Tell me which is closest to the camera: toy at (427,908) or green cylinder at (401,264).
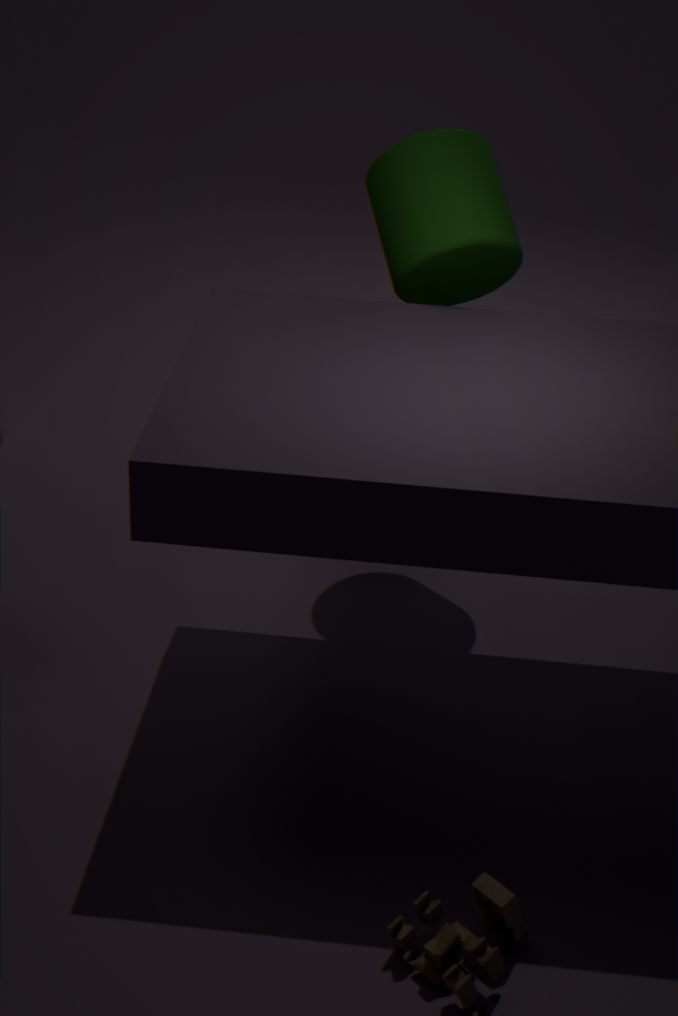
toy at (427,908)
